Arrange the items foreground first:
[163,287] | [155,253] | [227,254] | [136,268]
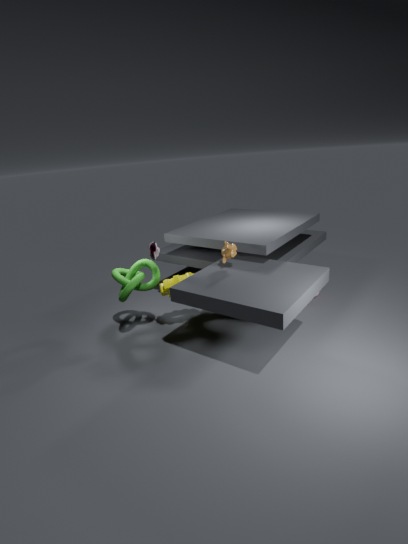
[227,254]
[155,253]
[163,287]
[136,268]
